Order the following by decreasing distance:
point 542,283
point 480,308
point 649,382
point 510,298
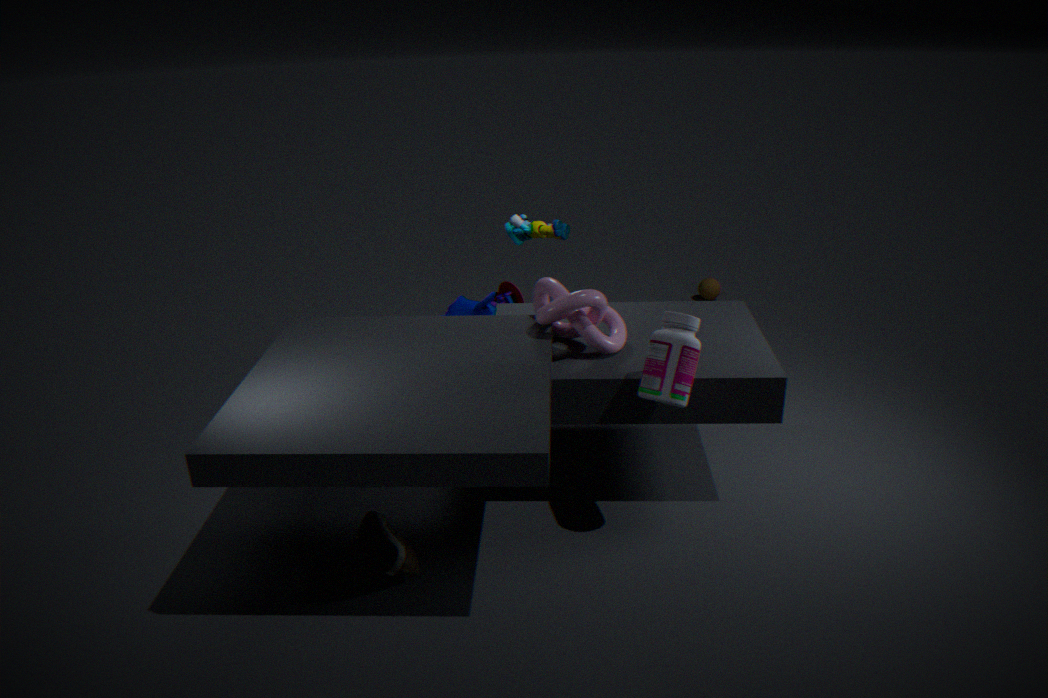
point 510,298 < point 480,308 < point 542,283 < point 649,382
